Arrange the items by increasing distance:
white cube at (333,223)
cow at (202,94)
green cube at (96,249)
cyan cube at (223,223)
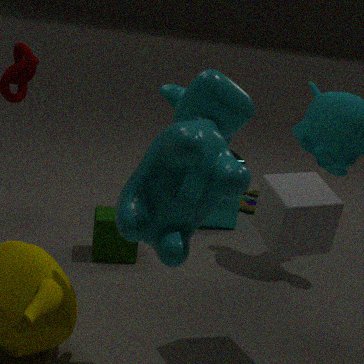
cow at (202,94)
white cube at (333,223)
green cube at (96,249)
cyan cube at (223,223)
